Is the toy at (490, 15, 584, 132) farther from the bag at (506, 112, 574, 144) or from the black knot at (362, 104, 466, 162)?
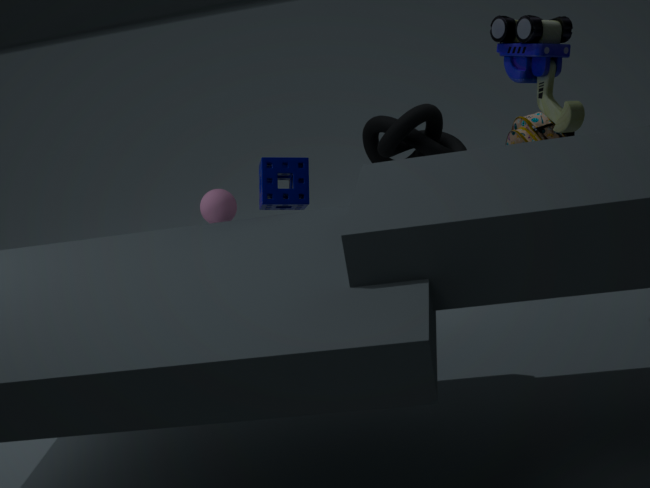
the black knot at (362, 104, 466, 162)
